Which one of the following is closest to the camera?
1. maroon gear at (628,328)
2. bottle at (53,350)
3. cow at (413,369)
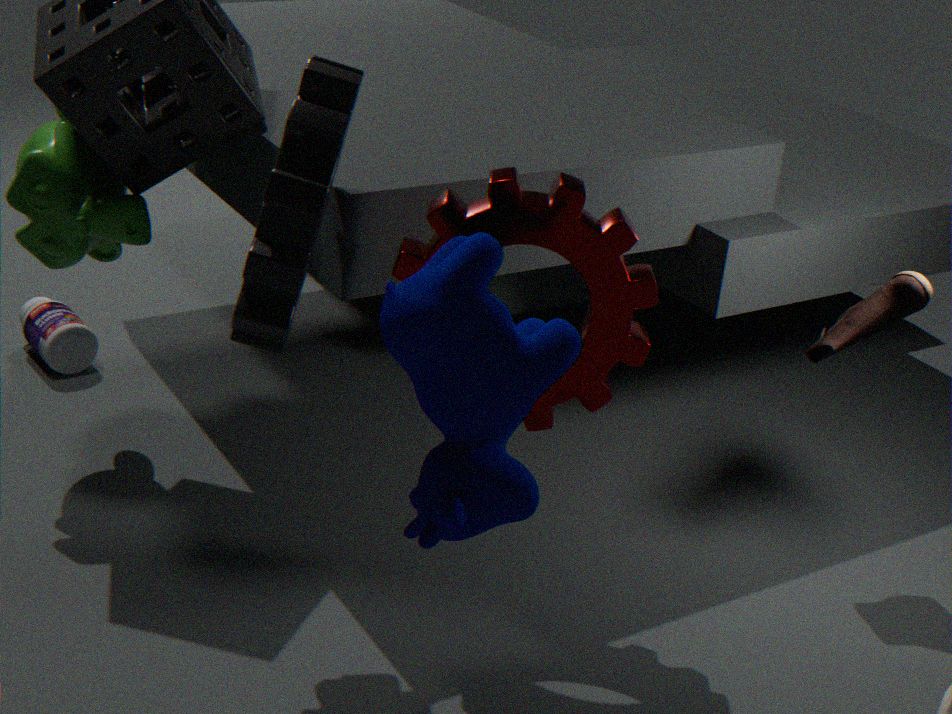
cow at (413,369)
